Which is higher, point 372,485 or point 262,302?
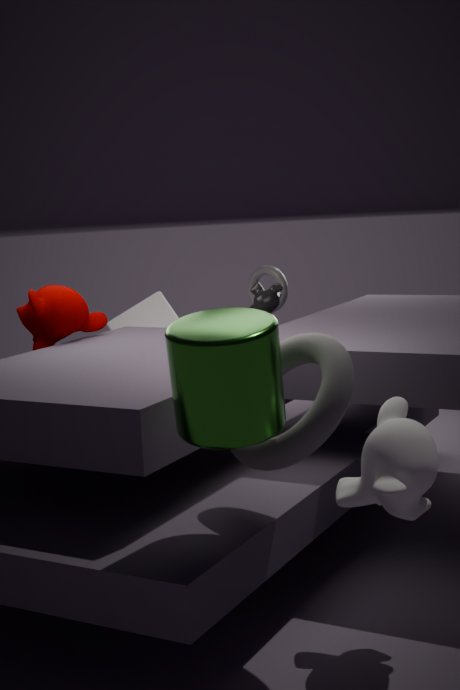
point 262,302
